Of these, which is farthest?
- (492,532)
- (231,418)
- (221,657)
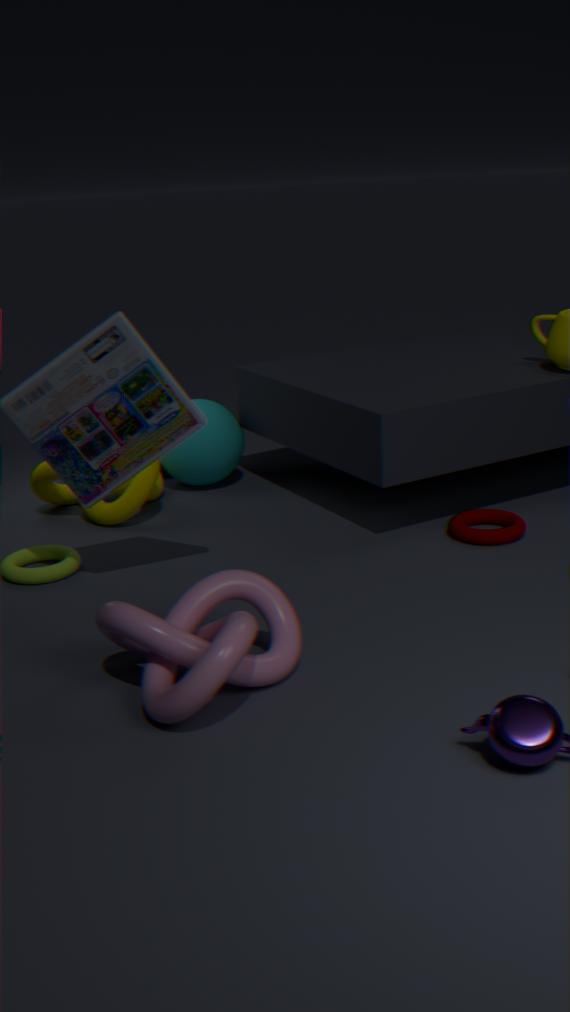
(231,418)
